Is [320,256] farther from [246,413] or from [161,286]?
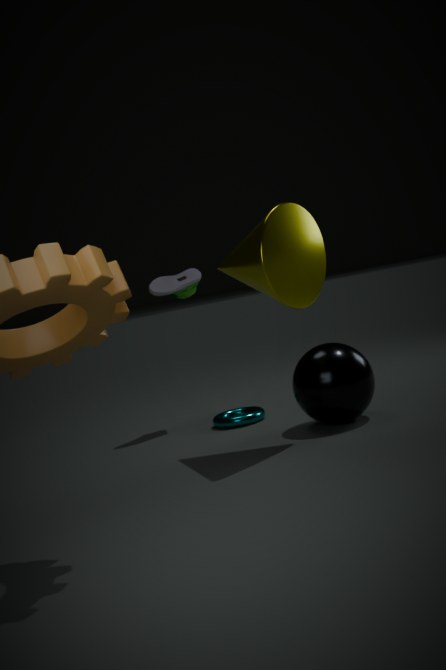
[246,413]
